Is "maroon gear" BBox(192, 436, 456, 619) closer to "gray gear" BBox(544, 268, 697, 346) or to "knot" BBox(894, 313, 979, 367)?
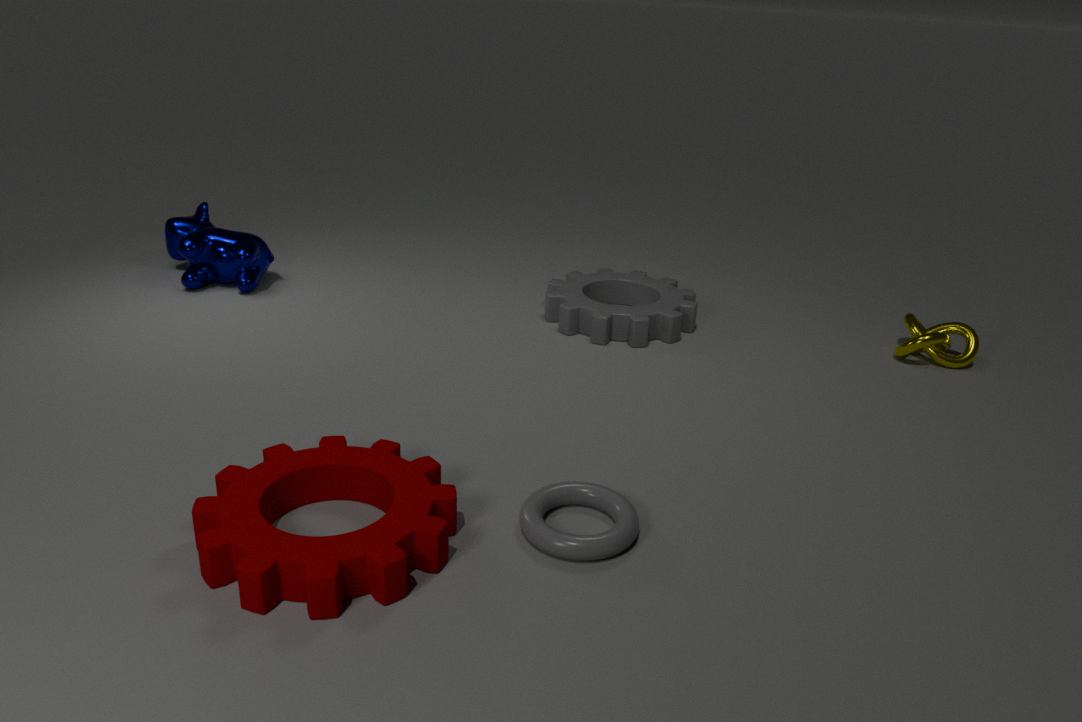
"gray gear" BBox(544, 268, 697, 346)
